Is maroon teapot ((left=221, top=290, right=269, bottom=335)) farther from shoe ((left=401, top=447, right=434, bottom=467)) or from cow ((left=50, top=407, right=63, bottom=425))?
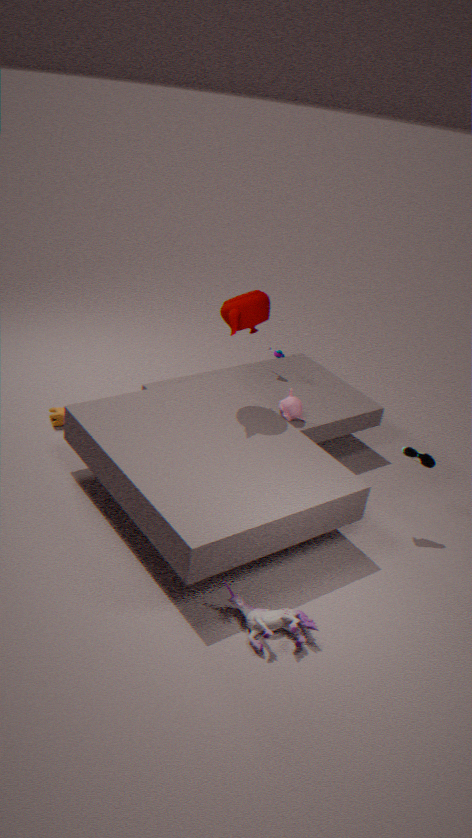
cow ((left=50, top=407, right=63, bottom=425))
